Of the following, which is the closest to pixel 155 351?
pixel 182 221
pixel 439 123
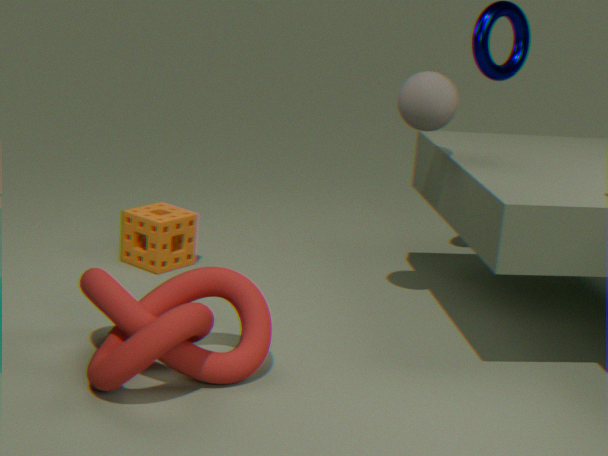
pixel 182 221
